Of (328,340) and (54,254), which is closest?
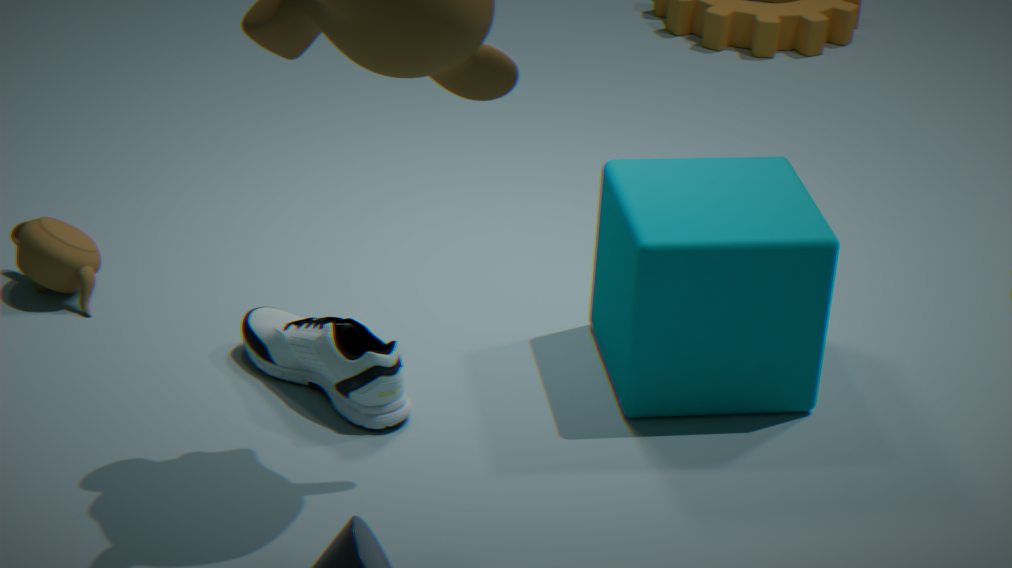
(328,340)
